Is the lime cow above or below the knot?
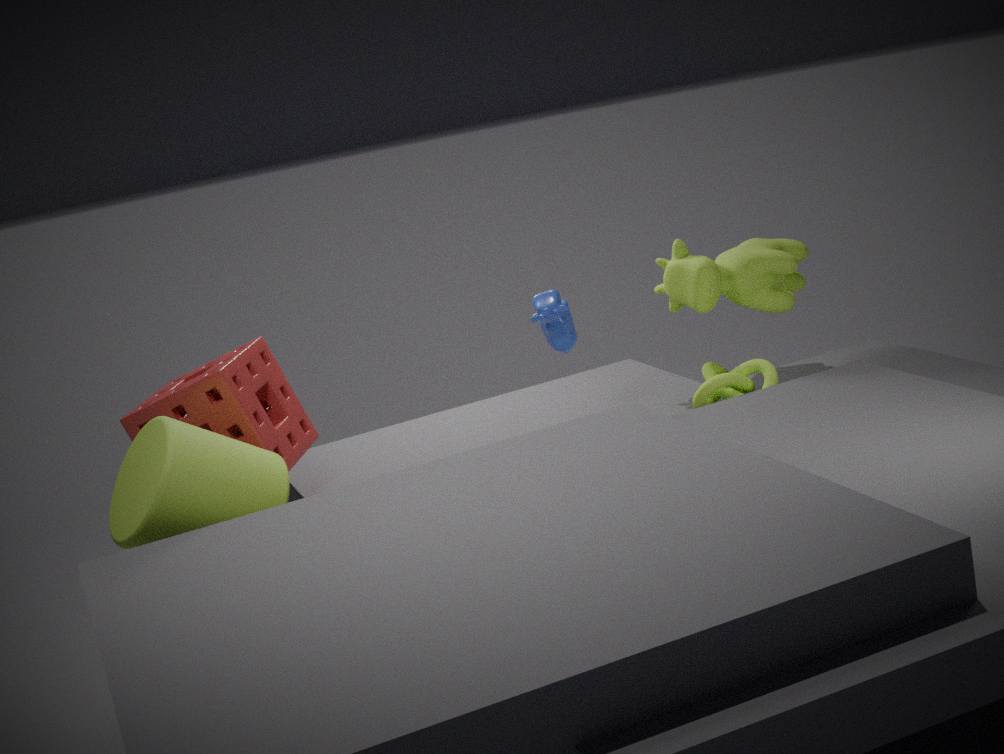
above
